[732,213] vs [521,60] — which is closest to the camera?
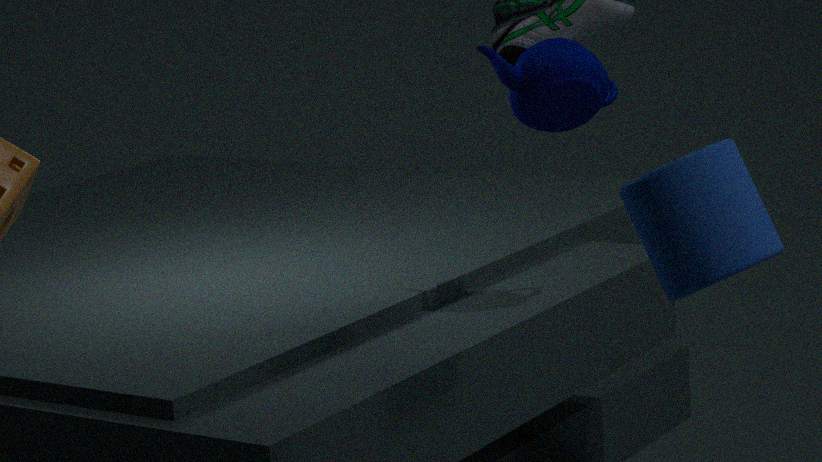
[732,213]
